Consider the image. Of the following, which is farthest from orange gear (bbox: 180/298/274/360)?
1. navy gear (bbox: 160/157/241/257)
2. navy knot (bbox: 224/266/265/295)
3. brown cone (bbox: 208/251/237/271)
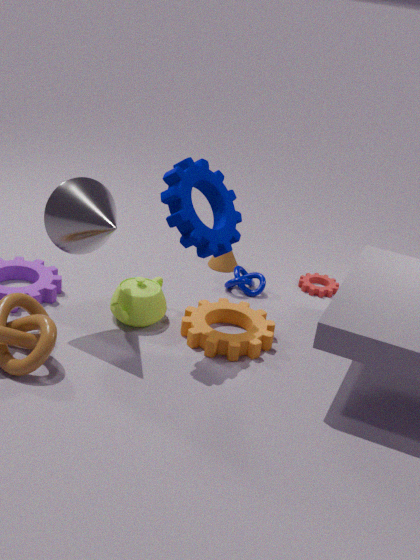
brown cone (bbox: 208/251/237/271)
